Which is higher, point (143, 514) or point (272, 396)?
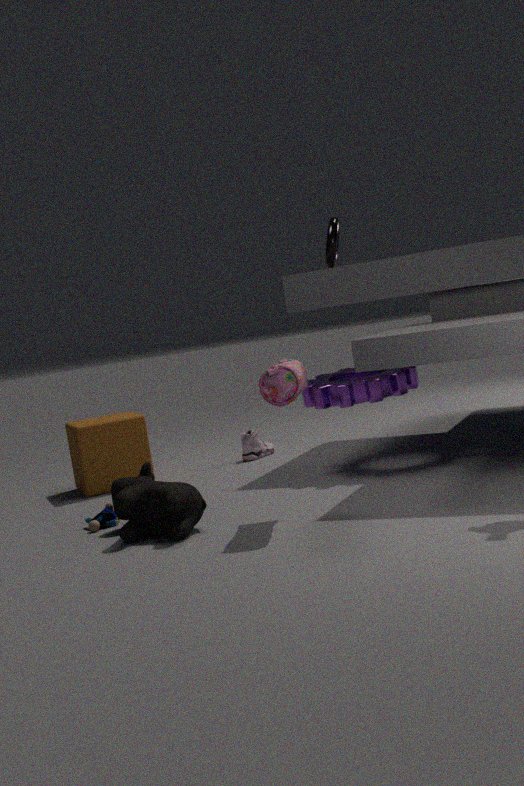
point (272, 396)
